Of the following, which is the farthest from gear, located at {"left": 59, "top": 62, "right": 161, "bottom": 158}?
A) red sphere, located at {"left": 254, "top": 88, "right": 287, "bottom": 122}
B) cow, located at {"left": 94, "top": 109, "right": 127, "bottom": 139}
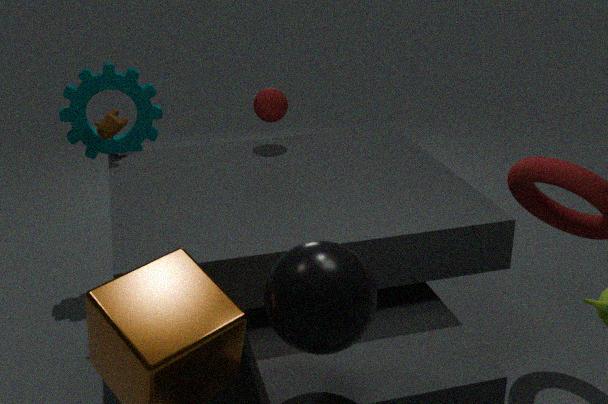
red sphere, located at {"left": 254, "top": 88, "right": 287, "bottom": 122}
